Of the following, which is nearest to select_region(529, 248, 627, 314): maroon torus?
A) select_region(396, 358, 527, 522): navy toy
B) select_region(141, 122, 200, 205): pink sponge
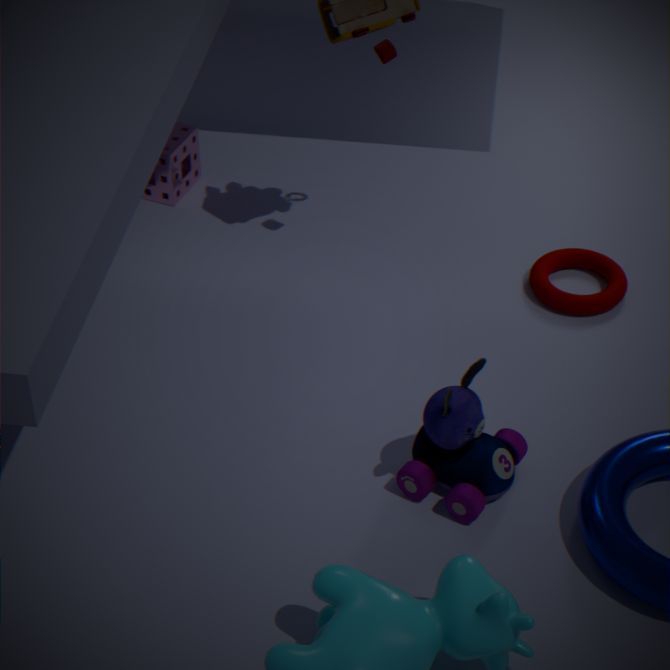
select_region(396, 358, 527, 522): navy toy
